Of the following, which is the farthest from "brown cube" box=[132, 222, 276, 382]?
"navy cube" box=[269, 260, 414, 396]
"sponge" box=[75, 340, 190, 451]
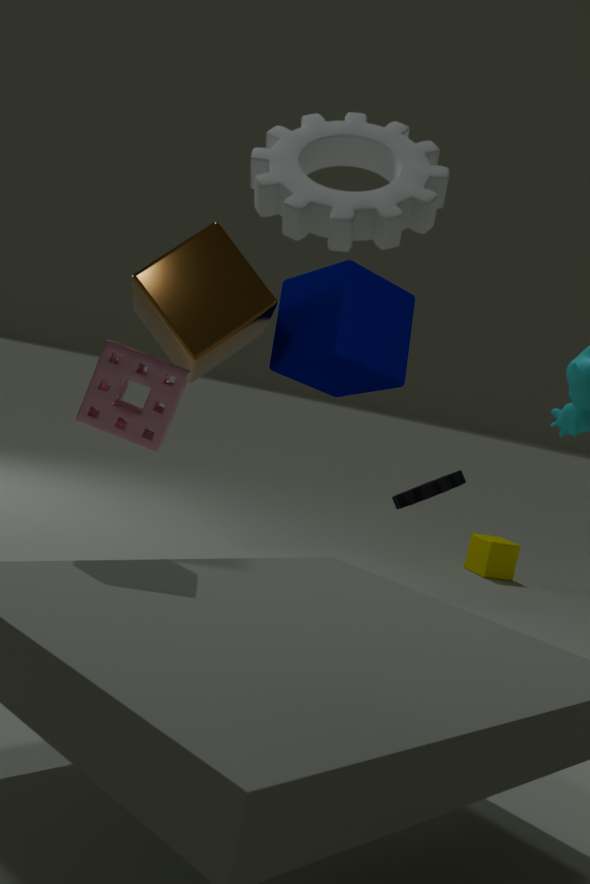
"sponge" box=[75, 340, 190, 451]
